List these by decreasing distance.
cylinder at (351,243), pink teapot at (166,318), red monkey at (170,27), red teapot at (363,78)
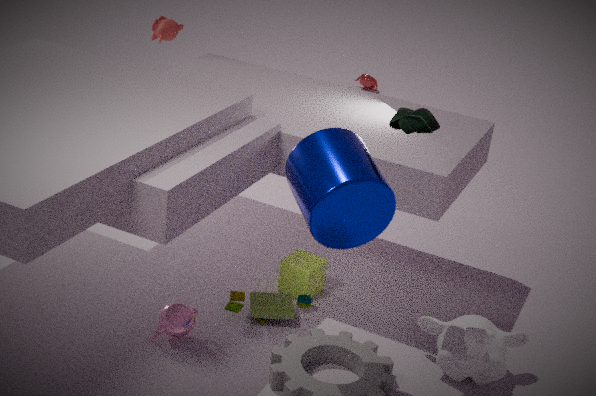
red teapot at (363,78), red monkey at (170,27), pink teapot at (166,318), cylinder at (351,243)
